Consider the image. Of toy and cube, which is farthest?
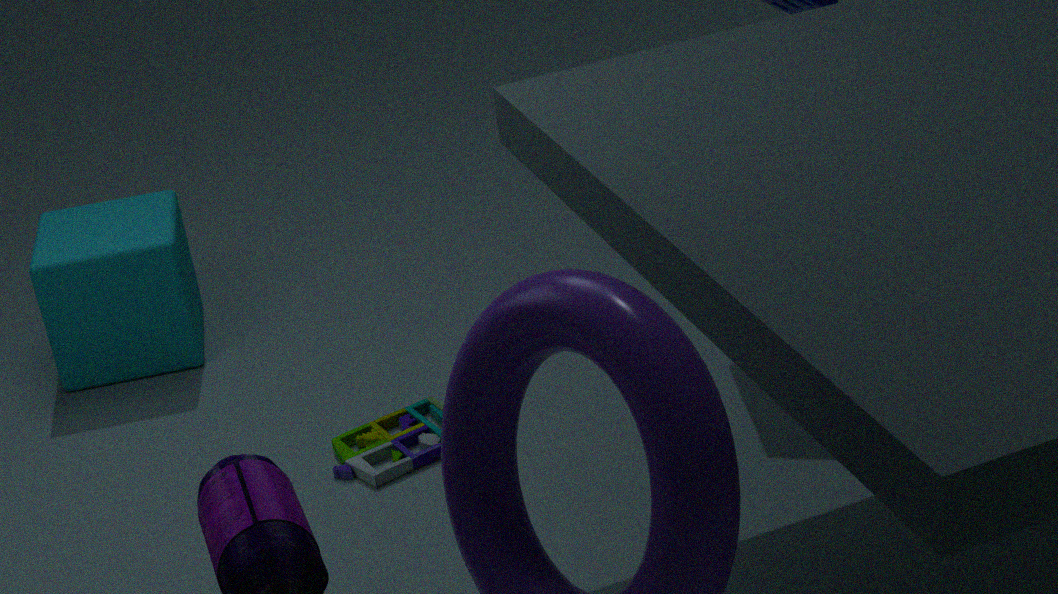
cube
